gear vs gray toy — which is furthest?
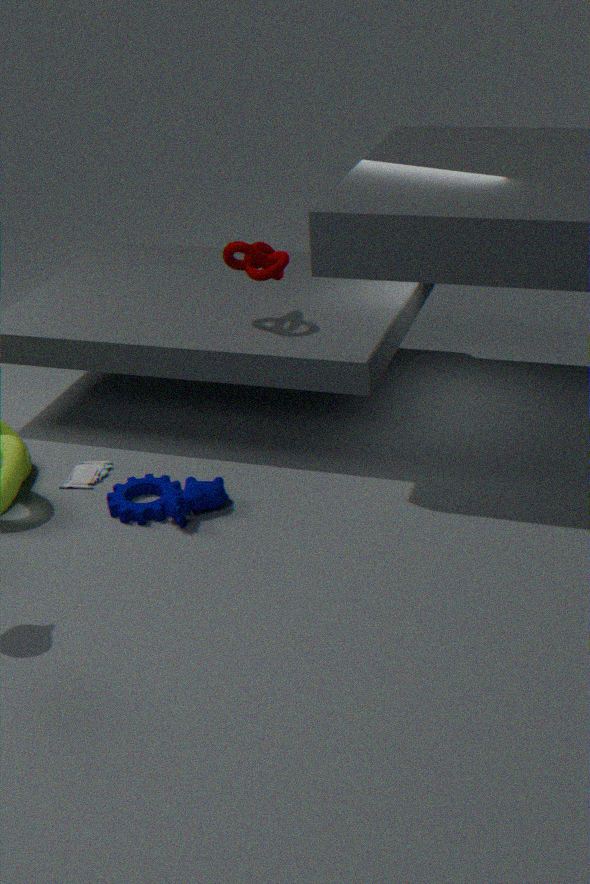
gray toy
